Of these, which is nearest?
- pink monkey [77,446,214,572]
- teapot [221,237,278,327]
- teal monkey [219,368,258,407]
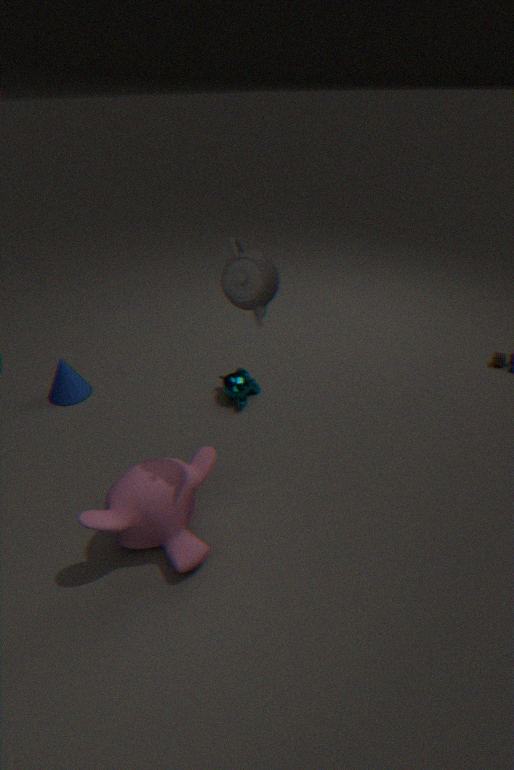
teapot [221,237,278,327]
